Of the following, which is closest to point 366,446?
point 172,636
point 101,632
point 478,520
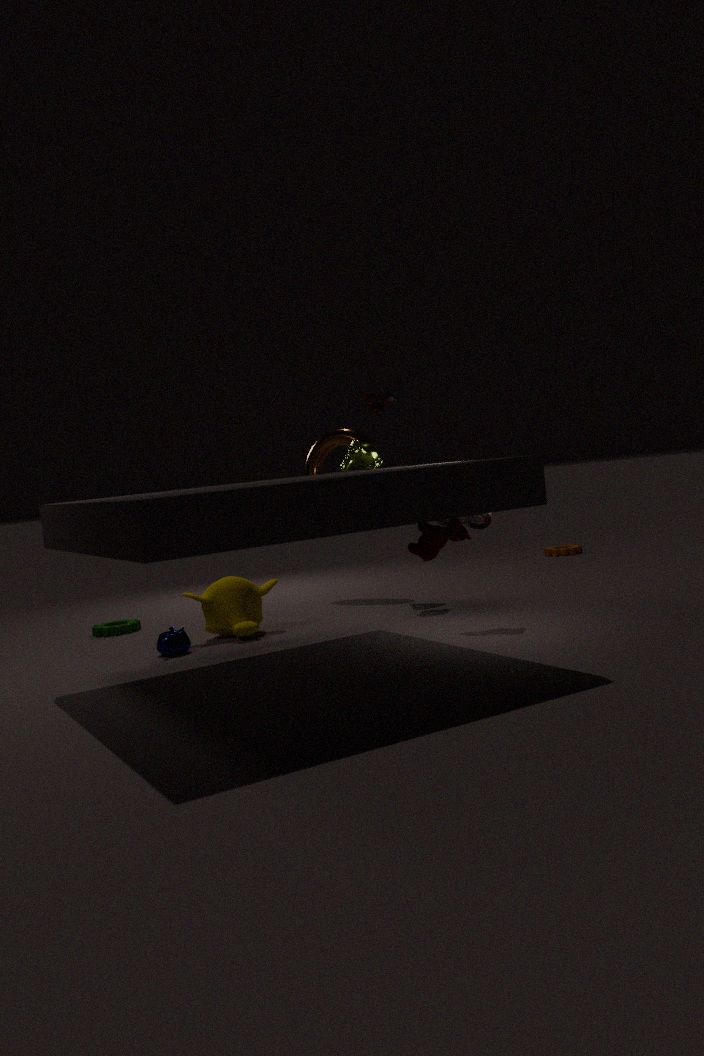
point 478,520
